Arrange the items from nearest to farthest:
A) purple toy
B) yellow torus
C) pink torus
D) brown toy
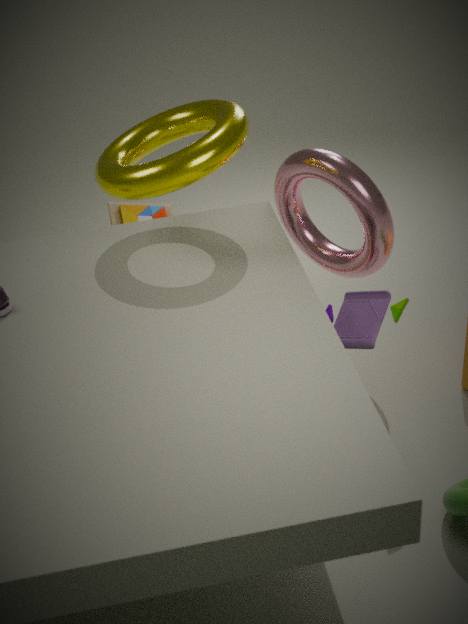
yellow torus → purple toy → pink torus → brown toy
